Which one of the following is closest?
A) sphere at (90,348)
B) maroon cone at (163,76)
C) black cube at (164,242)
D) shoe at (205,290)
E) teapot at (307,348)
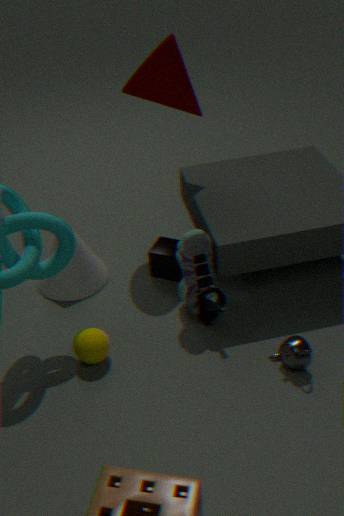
teapot at (307,348)
